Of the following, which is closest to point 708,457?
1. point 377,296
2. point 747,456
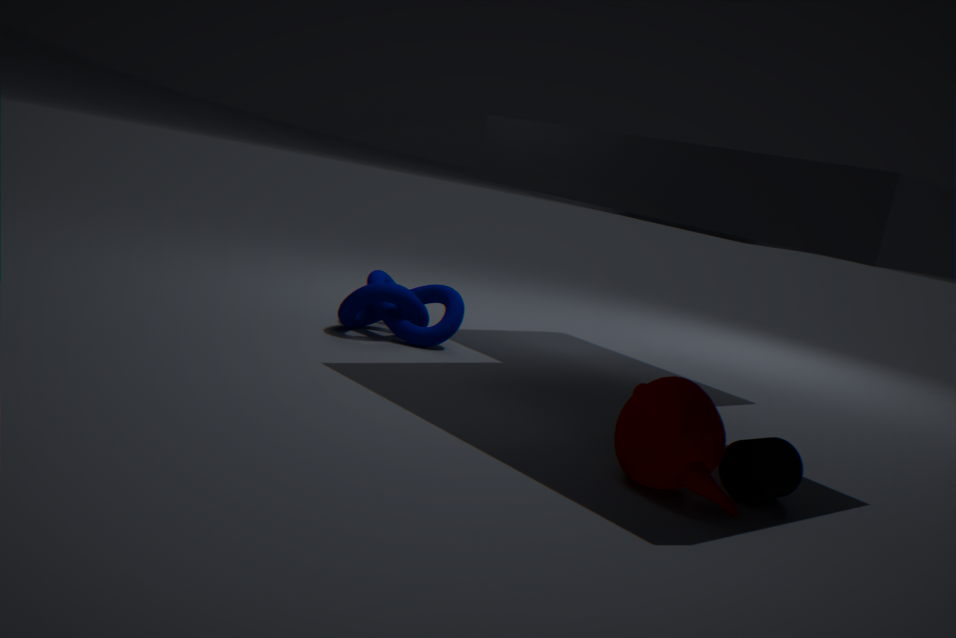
point 747,456
